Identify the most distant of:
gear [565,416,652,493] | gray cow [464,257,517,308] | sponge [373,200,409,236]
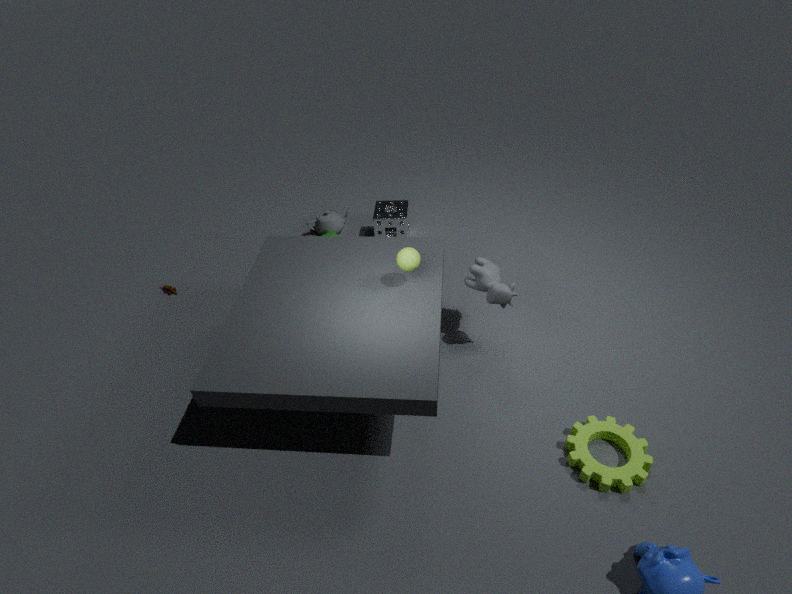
sponge [373,200,409,236]
